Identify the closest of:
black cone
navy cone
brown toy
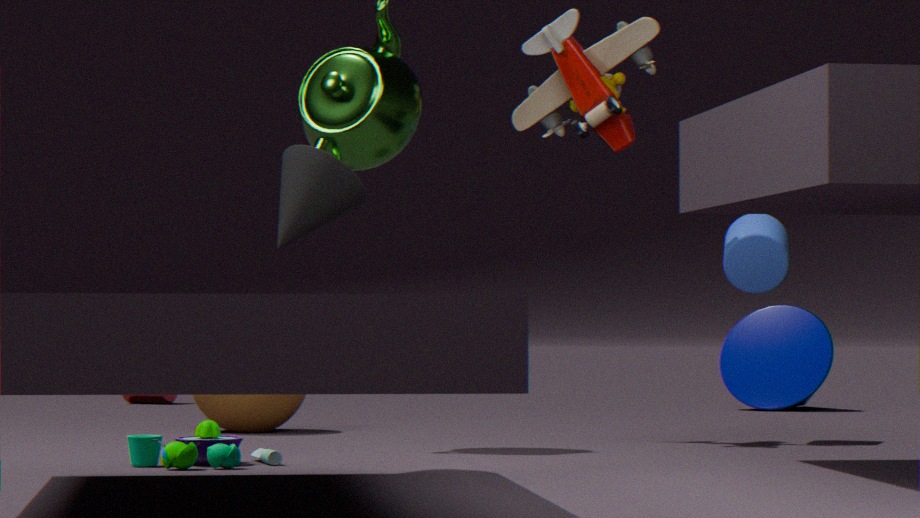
black cone
